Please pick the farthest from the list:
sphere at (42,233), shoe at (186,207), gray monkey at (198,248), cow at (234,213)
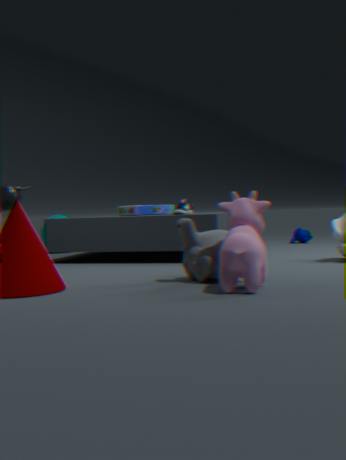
sphere at (42,233)
